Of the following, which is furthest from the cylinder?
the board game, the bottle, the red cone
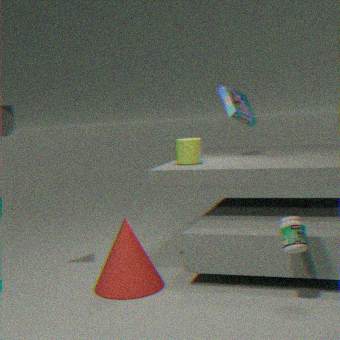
the bottle
